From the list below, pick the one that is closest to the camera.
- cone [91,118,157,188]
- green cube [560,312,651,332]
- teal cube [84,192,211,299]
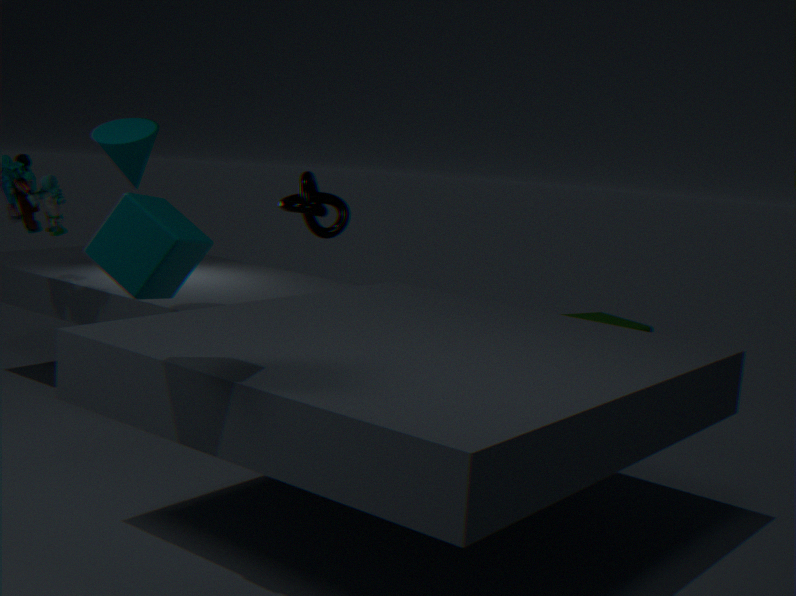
teal cube [84,192,211,299]
